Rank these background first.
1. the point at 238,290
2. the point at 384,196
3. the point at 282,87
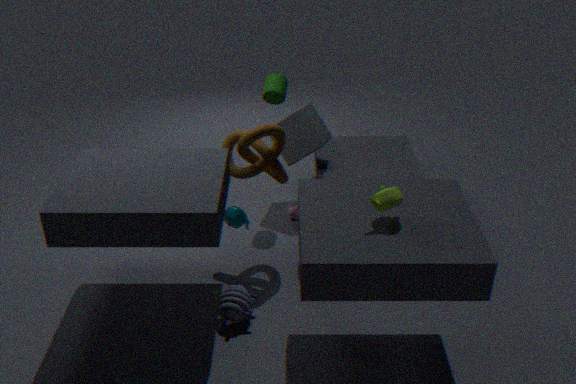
the point at 282,87
the point at 238,290
the point at 384,196
